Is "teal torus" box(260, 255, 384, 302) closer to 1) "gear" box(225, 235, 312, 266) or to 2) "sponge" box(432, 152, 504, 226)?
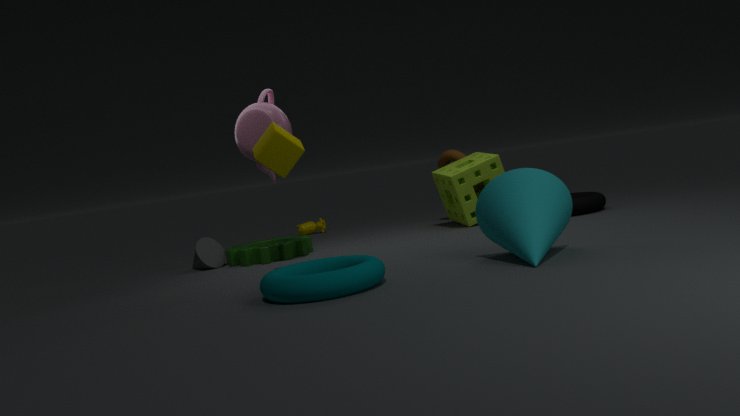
1) "gear" box(225, 235, 312, 266)
